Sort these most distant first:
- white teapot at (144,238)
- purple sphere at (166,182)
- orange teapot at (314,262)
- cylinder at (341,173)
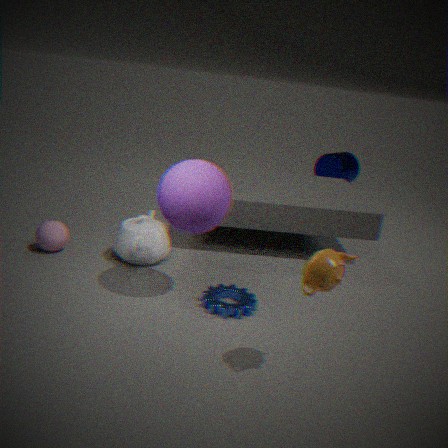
cylinder at (341,173)
white teapot at (144,238)
purple sphere at (166,182)
orange teapot at (314,262)
